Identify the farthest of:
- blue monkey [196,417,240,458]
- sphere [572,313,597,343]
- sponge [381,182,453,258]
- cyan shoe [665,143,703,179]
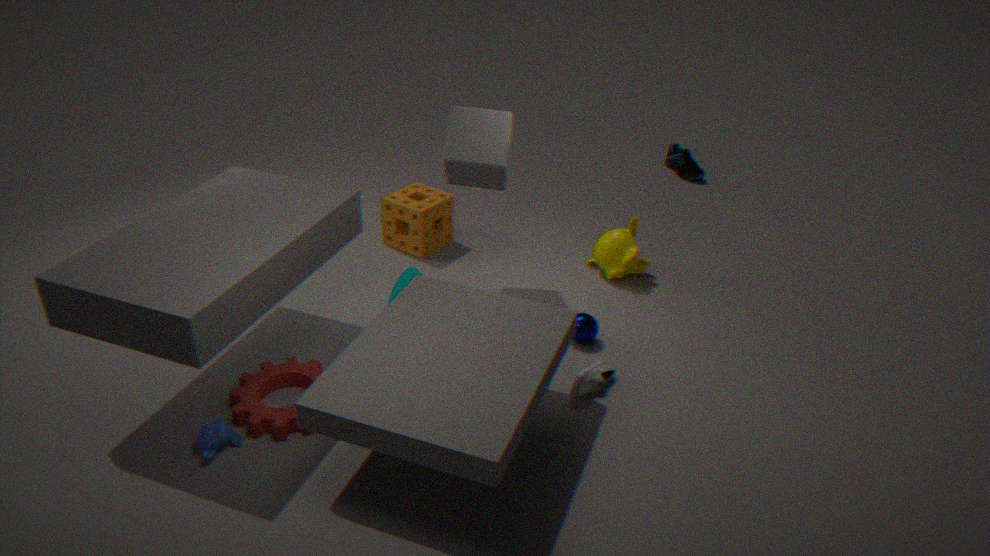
cyan shoe [665,143,703,179]
